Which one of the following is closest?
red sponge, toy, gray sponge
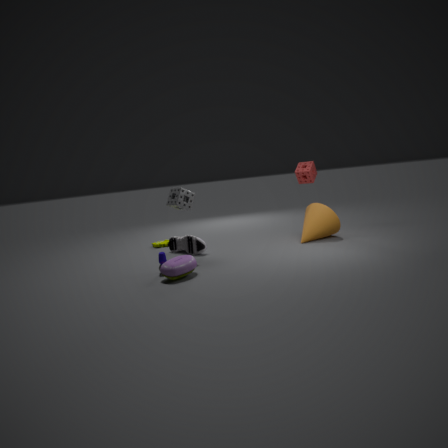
Answer: toy
